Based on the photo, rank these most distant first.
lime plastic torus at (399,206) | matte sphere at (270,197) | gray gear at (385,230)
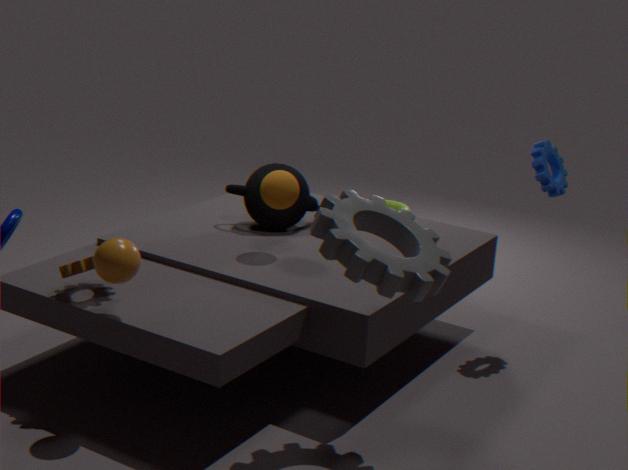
lime plastic torus at (399,206) → matte sphere at (270,197) → gray gear at (385,230)
